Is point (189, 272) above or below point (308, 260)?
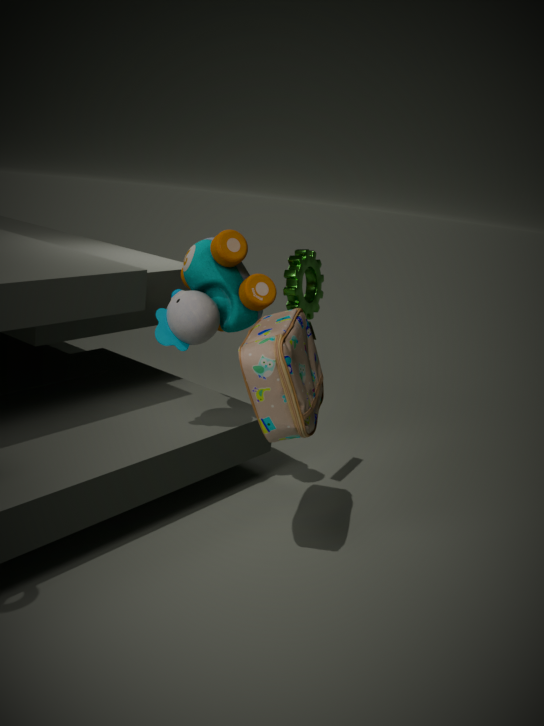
below
